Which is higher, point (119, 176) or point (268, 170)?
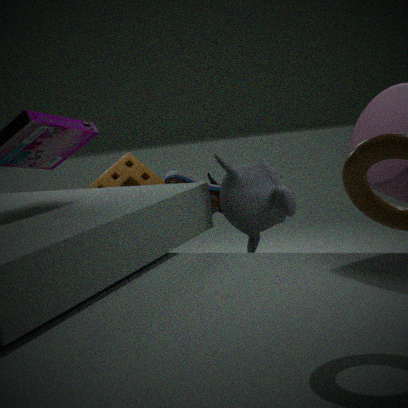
point (268, 170)
